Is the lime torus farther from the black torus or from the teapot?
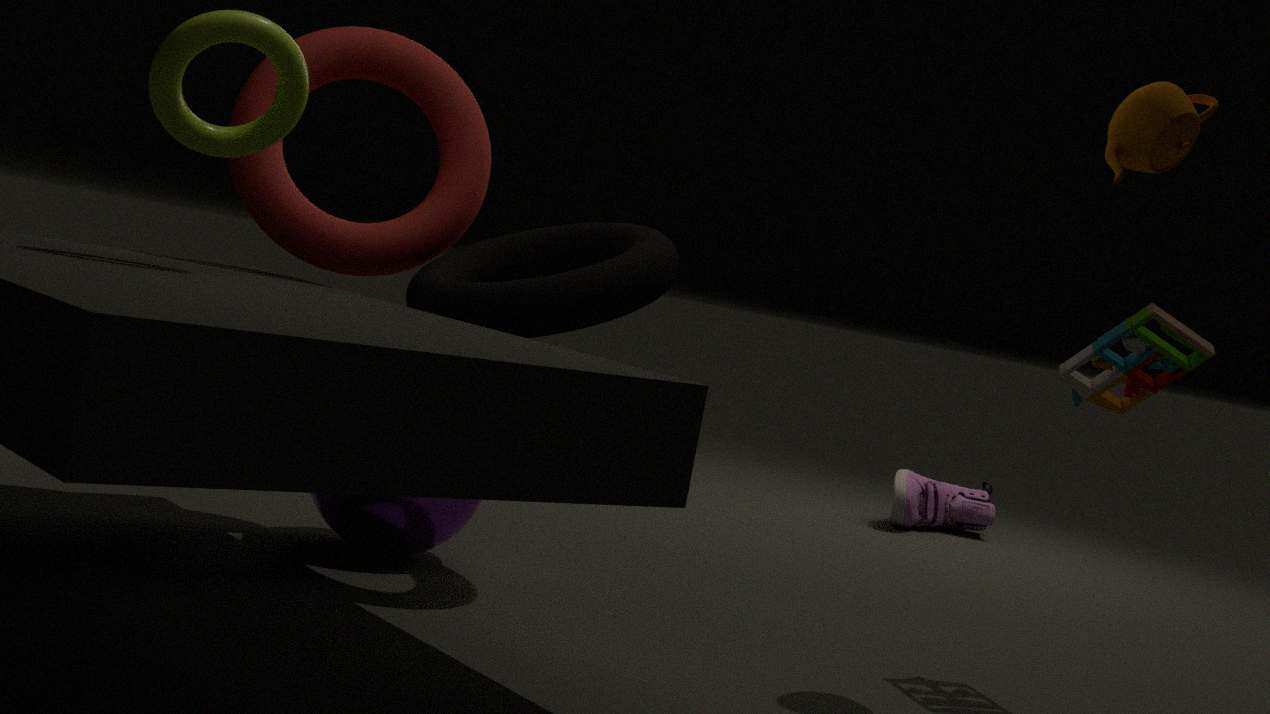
the teapot
